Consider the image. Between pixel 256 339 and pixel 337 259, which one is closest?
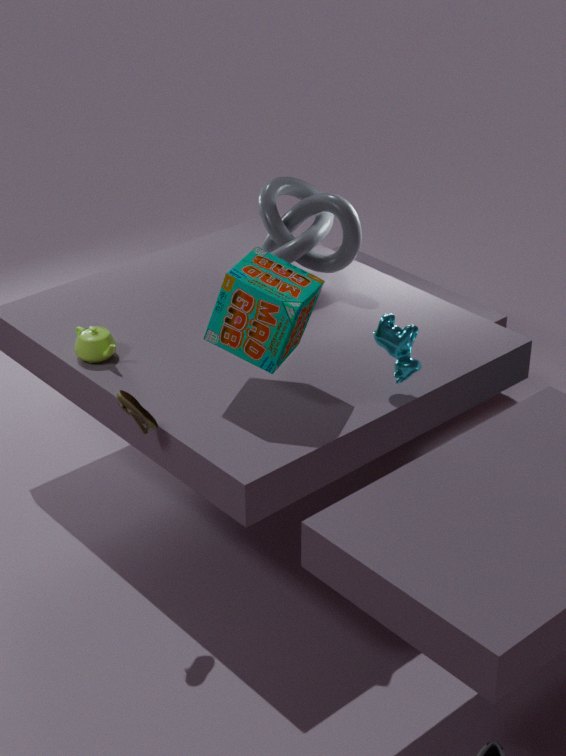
pixel 256 339
